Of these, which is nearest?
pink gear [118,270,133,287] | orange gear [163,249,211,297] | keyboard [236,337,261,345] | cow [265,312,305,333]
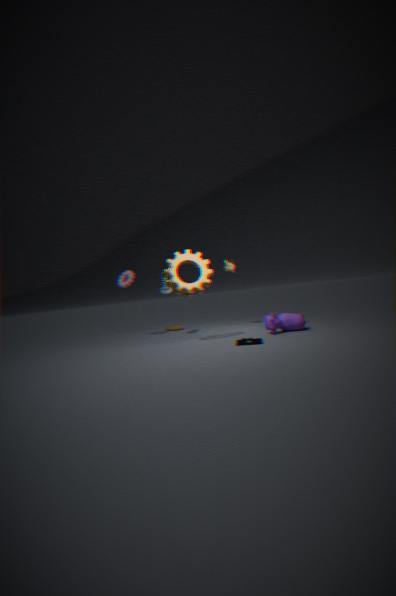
keyboard [236,337,261,345]
